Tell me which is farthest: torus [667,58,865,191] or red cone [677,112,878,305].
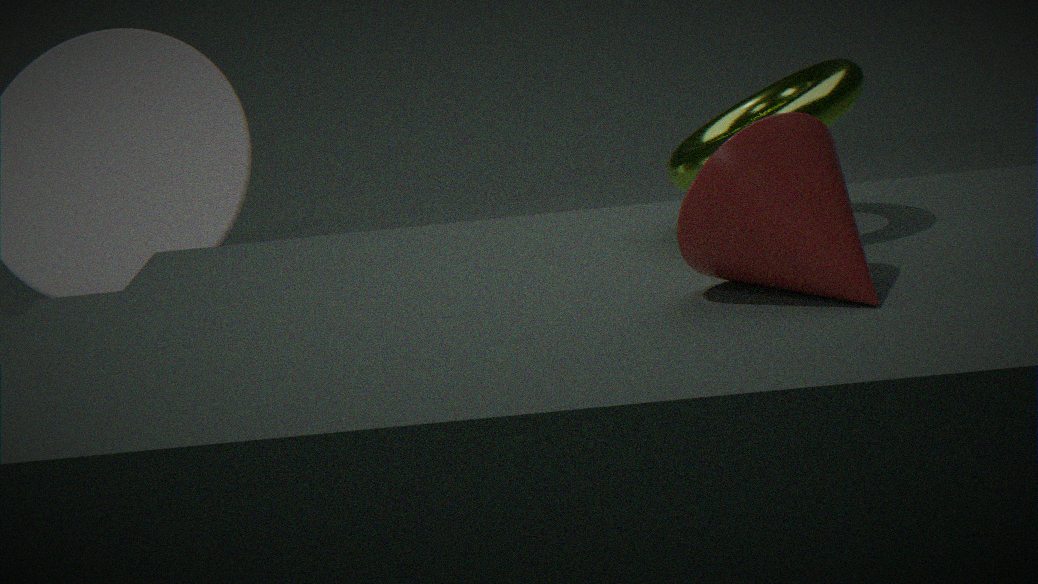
torus [667,58,865,191]
